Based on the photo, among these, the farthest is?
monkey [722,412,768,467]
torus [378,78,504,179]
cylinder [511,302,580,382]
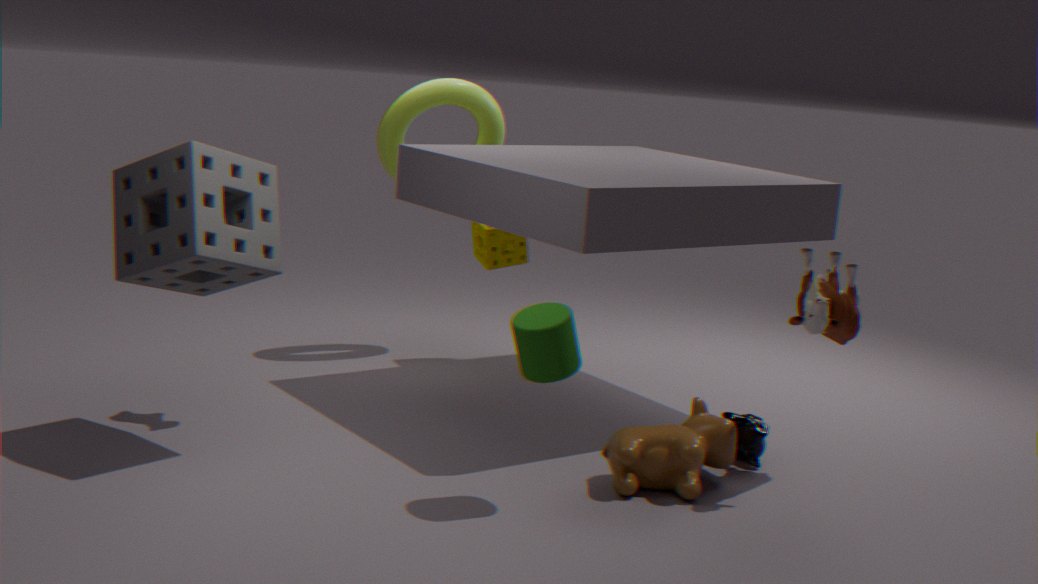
torus [378,78,504,179]
